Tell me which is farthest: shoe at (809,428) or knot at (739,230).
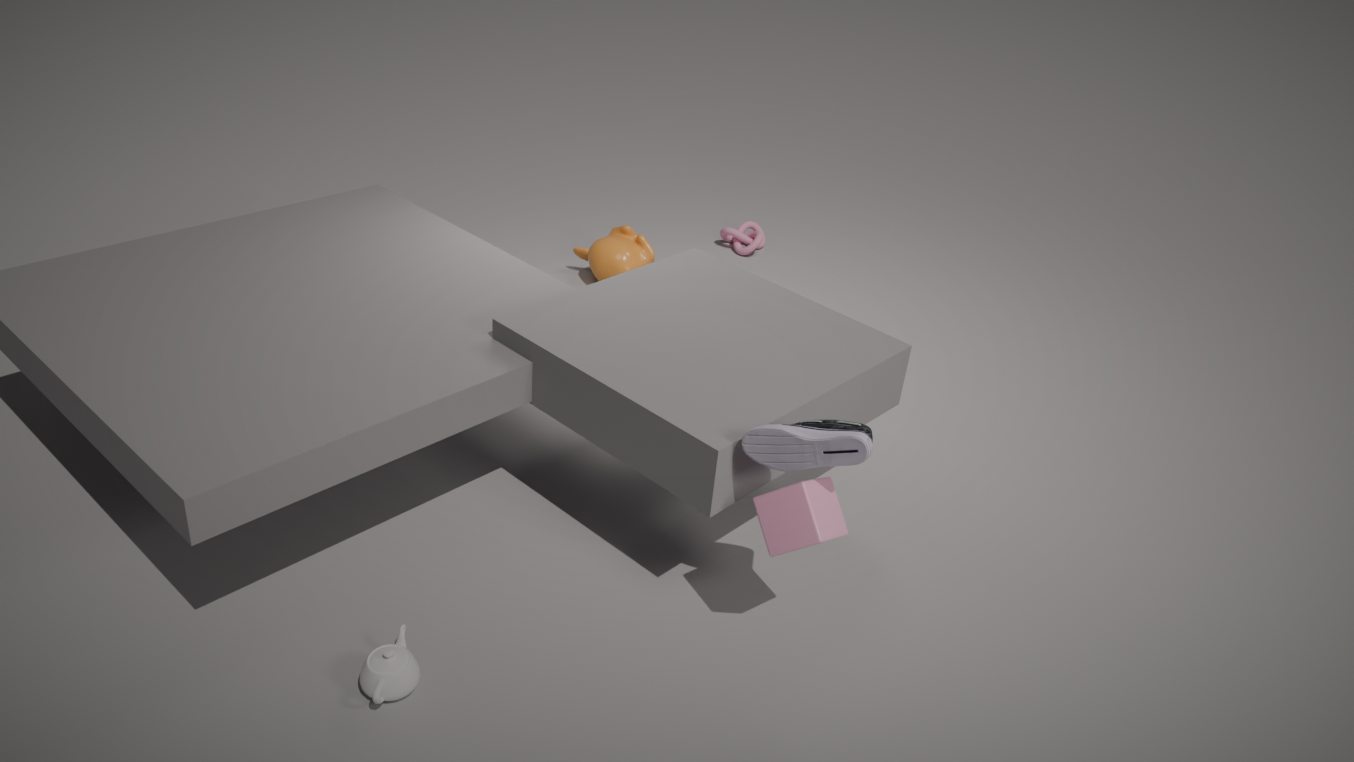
knot at (739,230)
